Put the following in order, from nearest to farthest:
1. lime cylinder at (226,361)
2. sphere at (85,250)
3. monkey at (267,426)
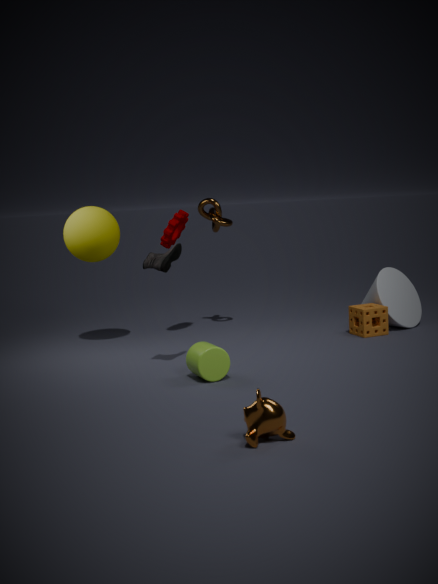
monkey at (267,426) < lime cylinder at (226,361) < sphere at (85,250)
